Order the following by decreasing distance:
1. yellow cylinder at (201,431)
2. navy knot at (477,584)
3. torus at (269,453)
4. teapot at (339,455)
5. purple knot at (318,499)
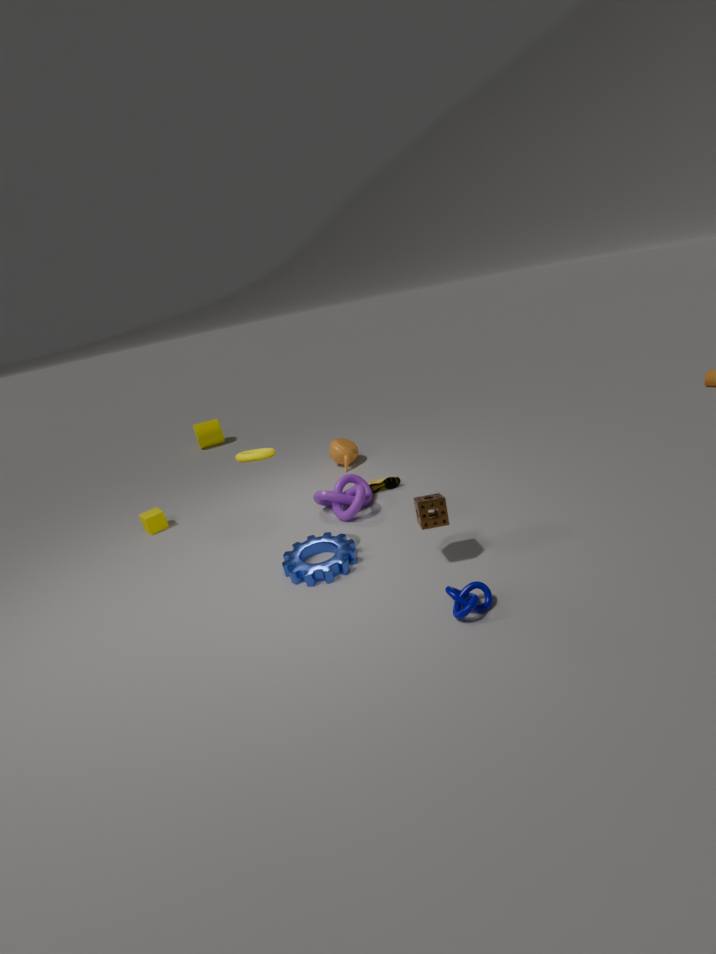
1. yellow cylinder at (201,431)
2. teapot at (339,455)
3. purple knot at (318,499)
4. torus at (269,453)
5. navy knot at (477,584)
